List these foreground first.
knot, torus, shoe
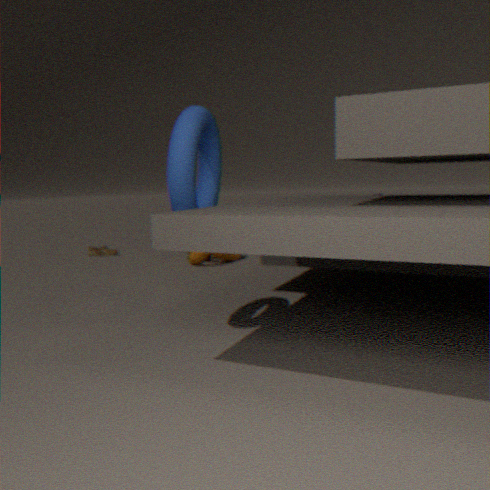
torus → knot → shoe
